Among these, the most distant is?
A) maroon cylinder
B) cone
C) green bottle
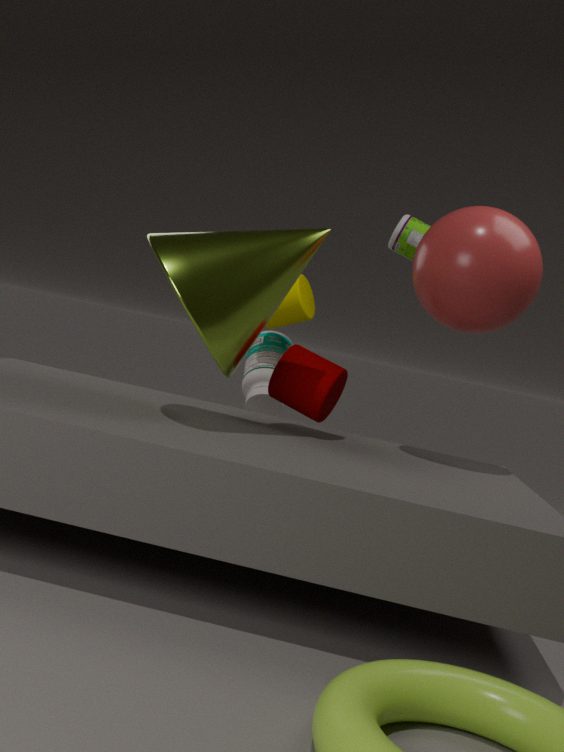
green bottle
